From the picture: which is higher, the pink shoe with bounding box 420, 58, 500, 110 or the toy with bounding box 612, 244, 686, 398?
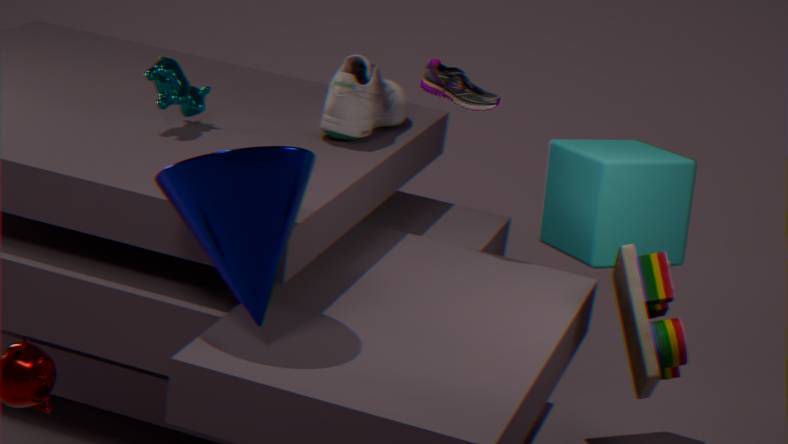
the pink shoe with bounding box 420, 58, 500, 110
